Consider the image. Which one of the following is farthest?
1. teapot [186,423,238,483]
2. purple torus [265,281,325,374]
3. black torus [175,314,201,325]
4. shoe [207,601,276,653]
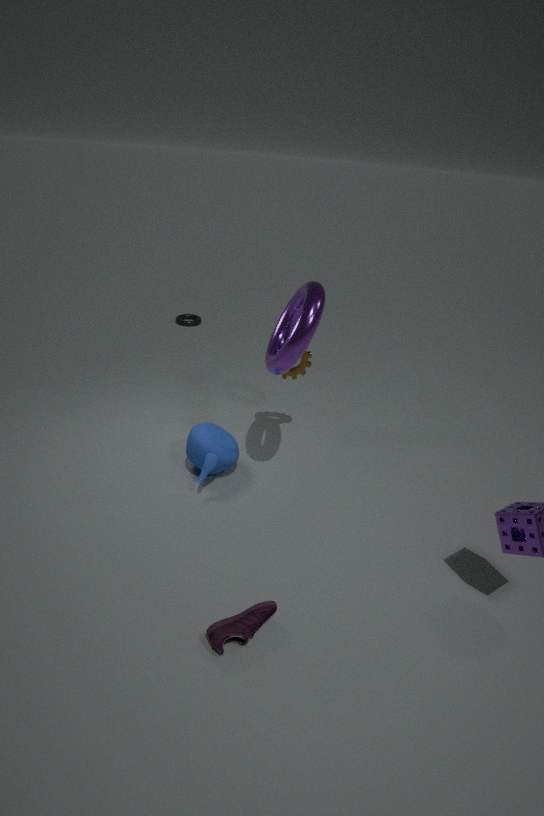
black torus [175,314,201,325]
